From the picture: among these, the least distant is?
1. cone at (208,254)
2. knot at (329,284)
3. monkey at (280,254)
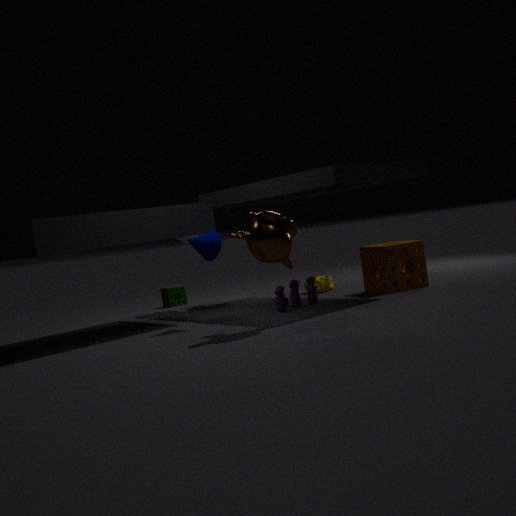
monkey at (280,254)
